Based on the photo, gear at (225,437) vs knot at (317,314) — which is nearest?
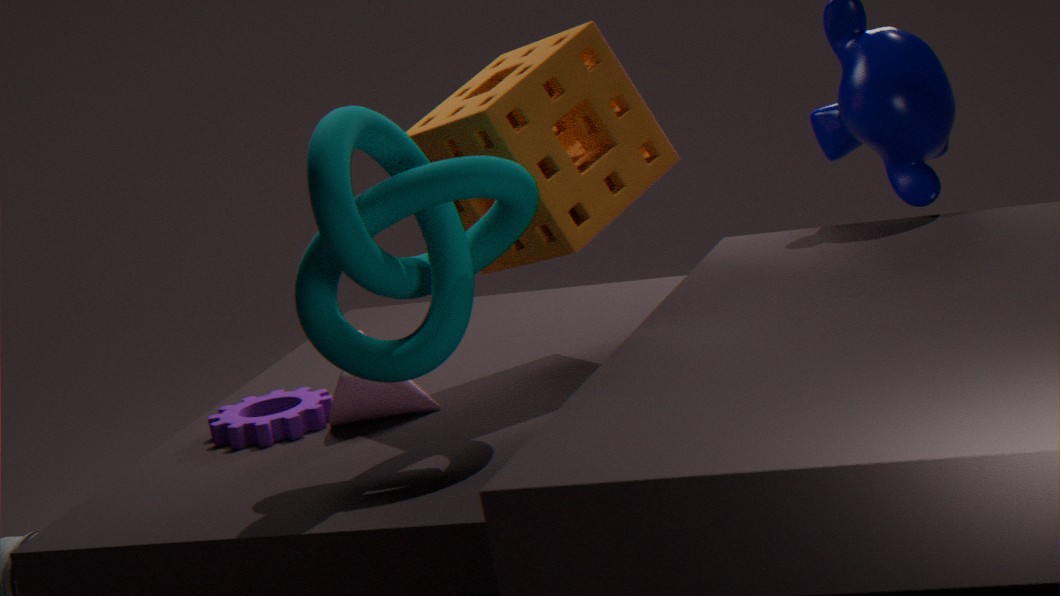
knot at (317,314)
